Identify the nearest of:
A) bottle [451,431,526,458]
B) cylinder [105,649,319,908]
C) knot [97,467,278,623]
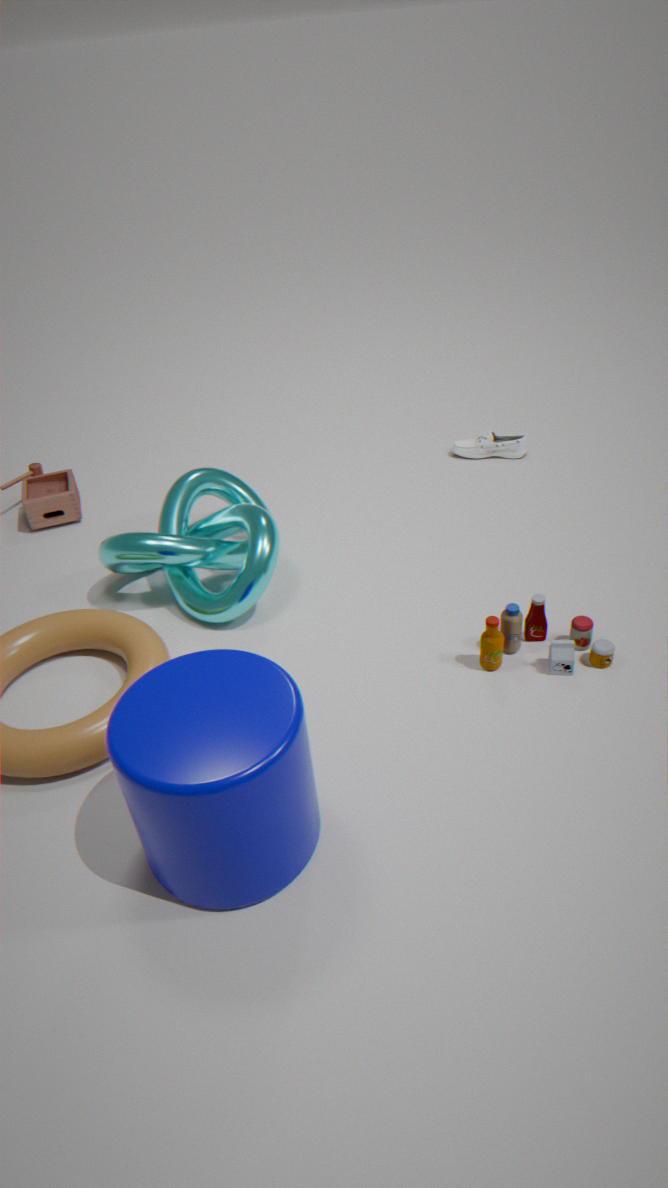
cylinder [105,649,319,908]
